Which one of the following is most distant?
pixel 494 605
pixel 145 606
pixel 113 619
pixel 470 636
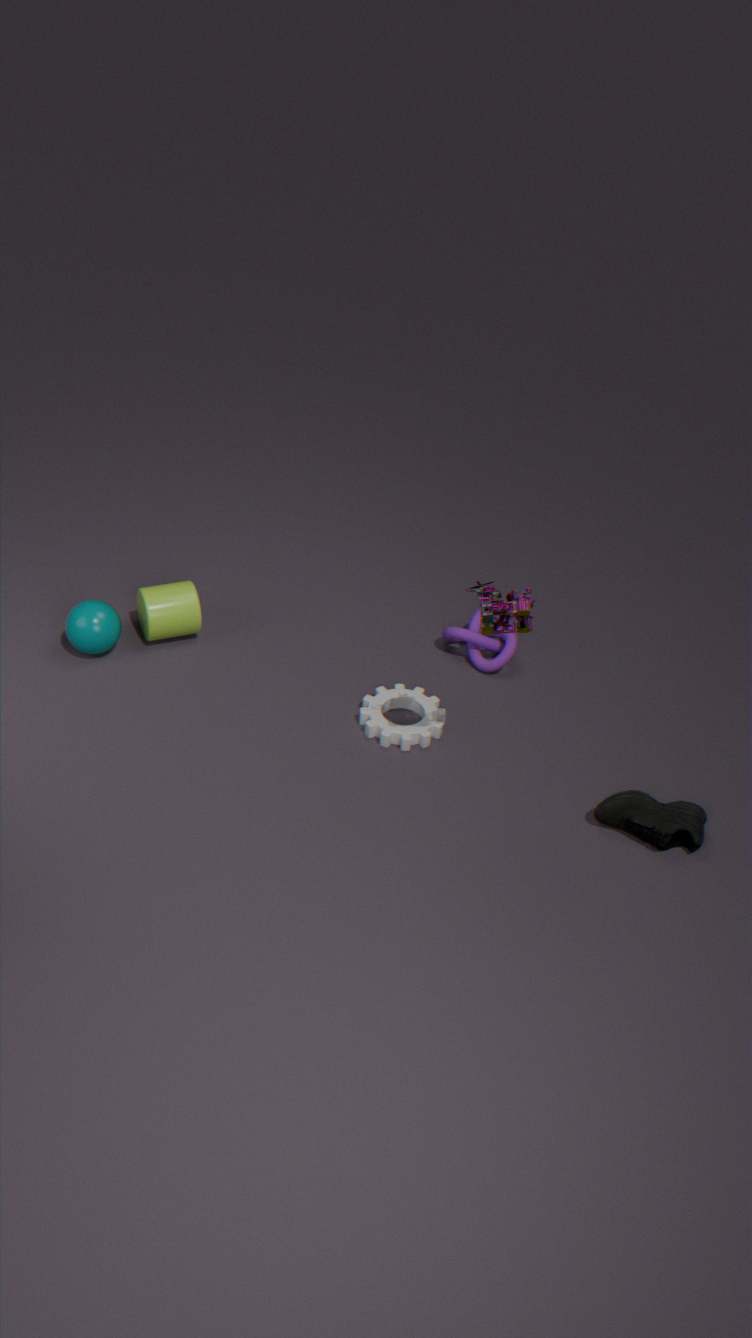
pixel 470 636
